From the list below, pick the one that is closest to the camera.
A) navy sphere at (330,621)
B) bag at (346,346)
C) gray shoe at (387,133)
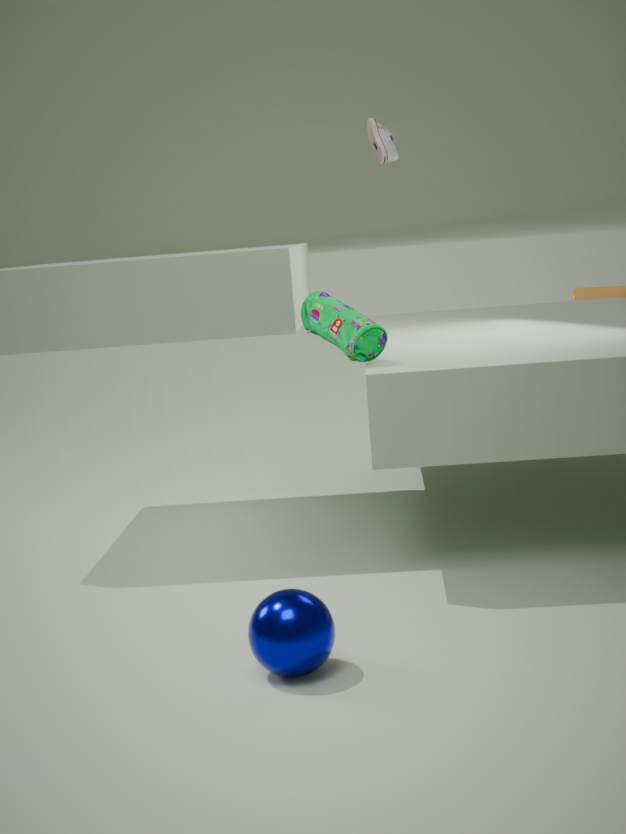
navy sphere at (330,621)
